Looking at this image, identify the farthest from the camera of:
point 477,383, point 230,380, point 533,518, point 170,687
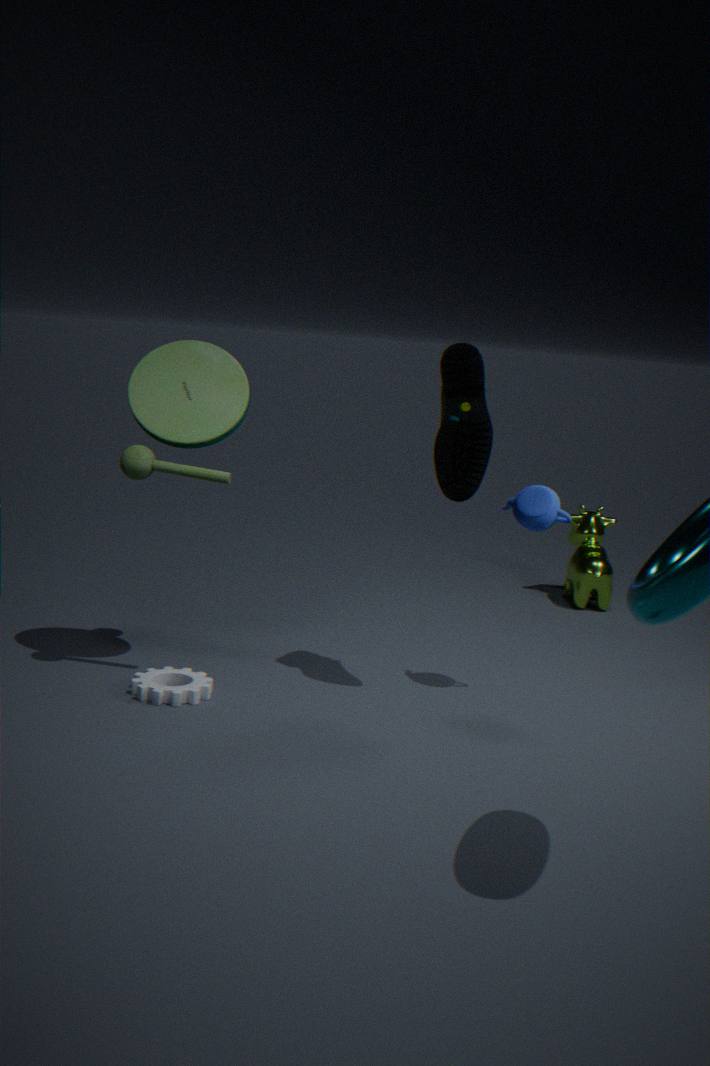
point 230,380
